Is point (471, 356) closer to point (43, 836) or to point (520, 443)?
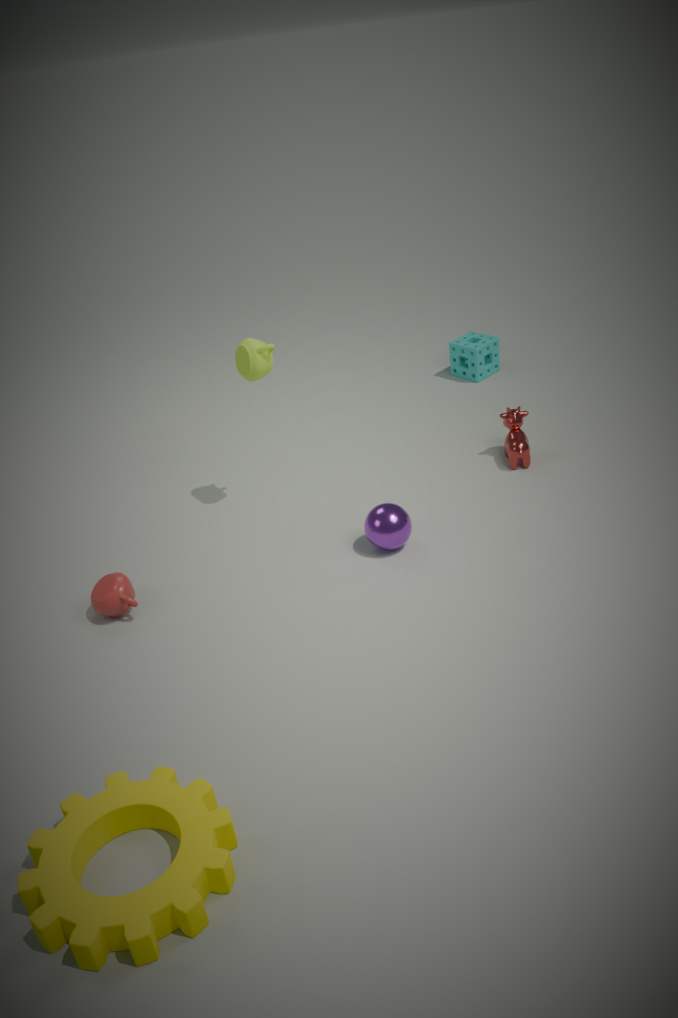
point (520, 443)
